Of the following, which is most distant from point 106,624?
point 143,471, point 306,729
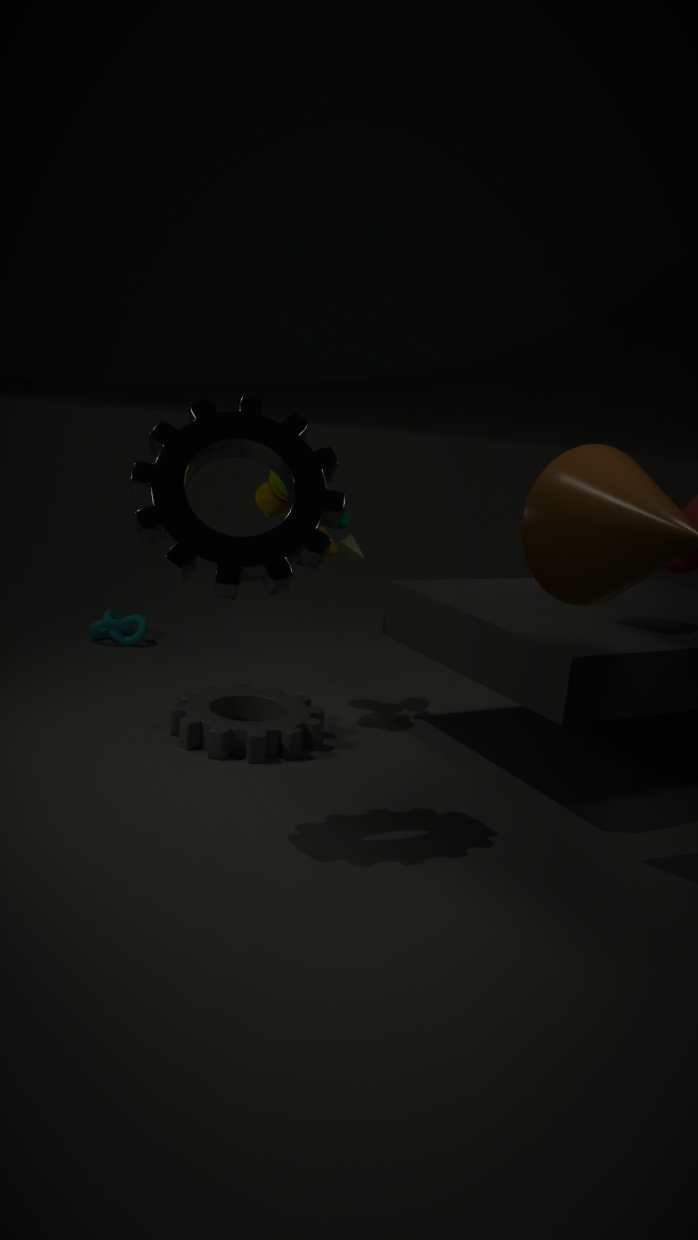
point 143,471
